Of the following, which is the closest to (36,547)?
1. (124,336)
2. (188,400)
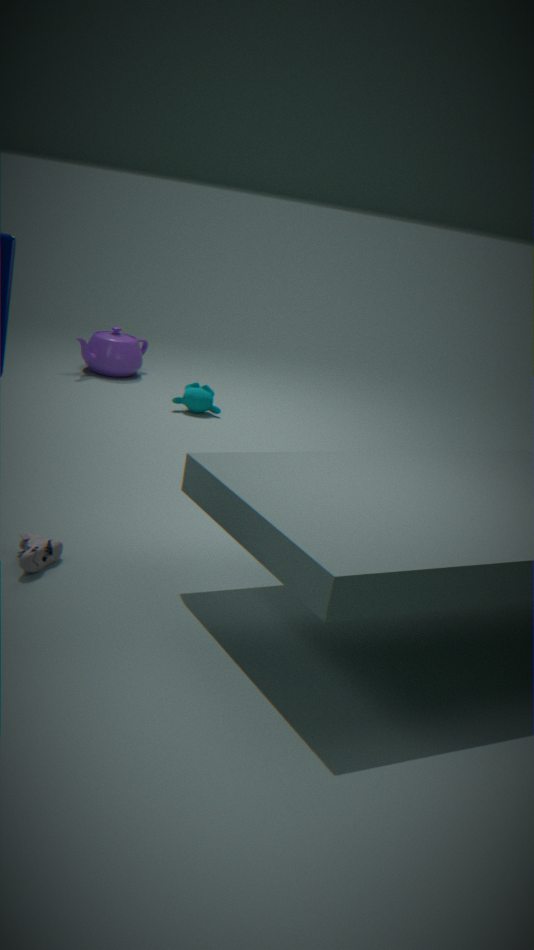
(188,400)
